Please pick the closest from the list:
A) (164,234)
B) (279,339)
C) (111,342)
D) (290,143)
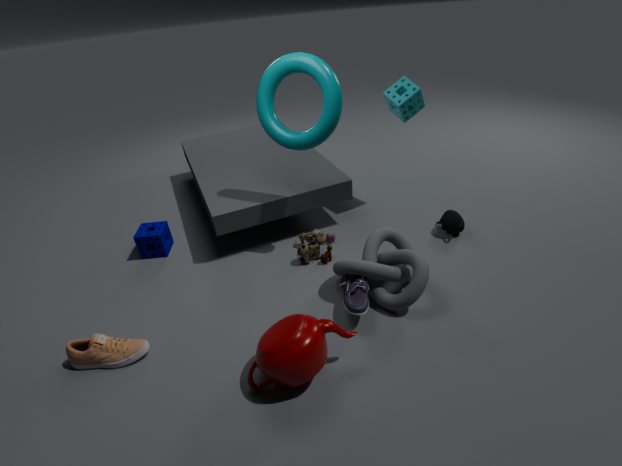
B. (279,339)
